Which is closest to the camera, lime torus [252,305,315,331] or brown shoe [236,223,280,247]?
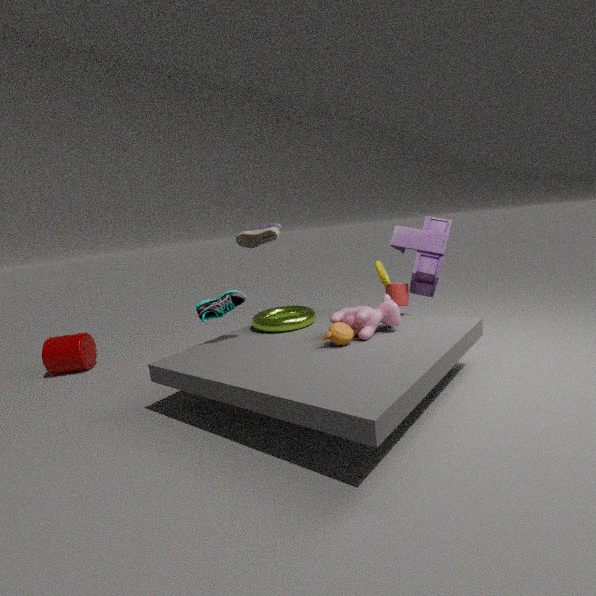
Result: lime torus [252,305,315,331]
